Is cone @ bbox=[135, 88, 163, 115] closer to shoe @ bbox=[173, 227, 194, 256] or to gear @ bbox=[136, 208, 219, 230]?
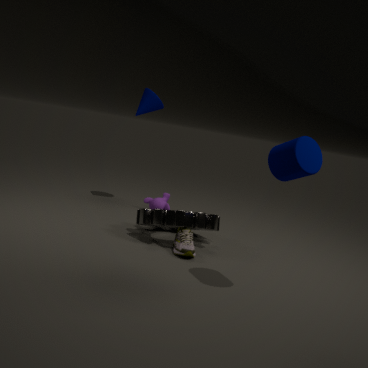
gear @ bbox=[136, 208, 219, 230]
